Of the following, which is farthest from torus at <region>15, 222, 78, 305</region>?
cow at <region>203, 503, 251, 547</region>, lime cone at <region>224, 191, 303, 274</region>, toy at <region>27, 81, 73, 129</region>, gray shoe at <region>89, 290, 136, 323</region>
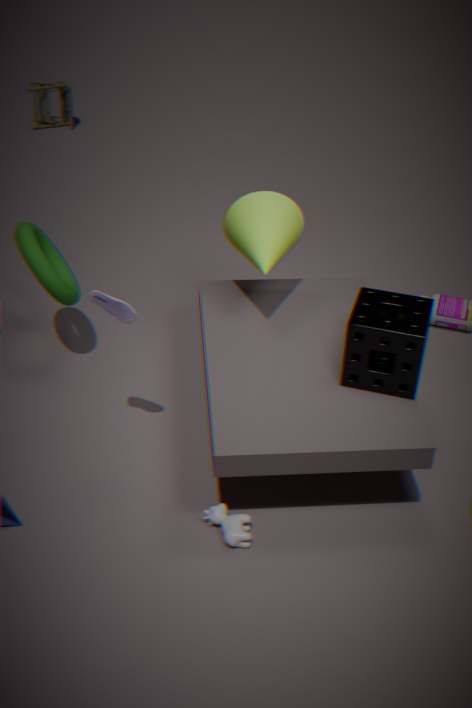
toy at <region>27, 81, 73, 129</region>
